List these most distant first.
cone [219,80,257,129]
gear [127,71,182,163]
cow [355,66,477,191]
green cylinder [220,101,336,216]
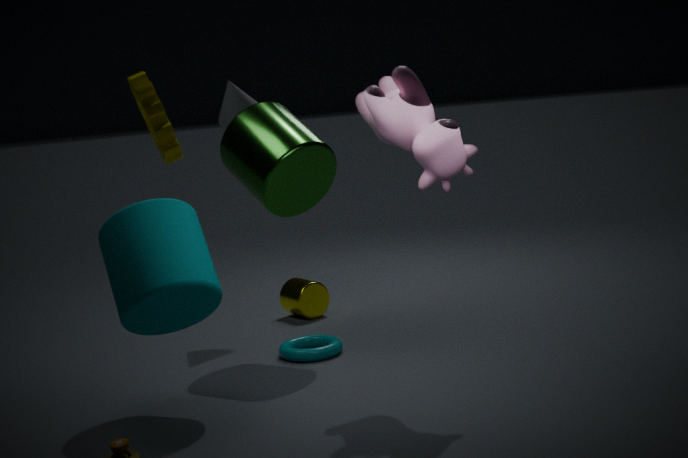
cone [219,80,257,129], green cylinder [220,101,336,216], cow [355,66,477,191], gear [127,71,182,163]
